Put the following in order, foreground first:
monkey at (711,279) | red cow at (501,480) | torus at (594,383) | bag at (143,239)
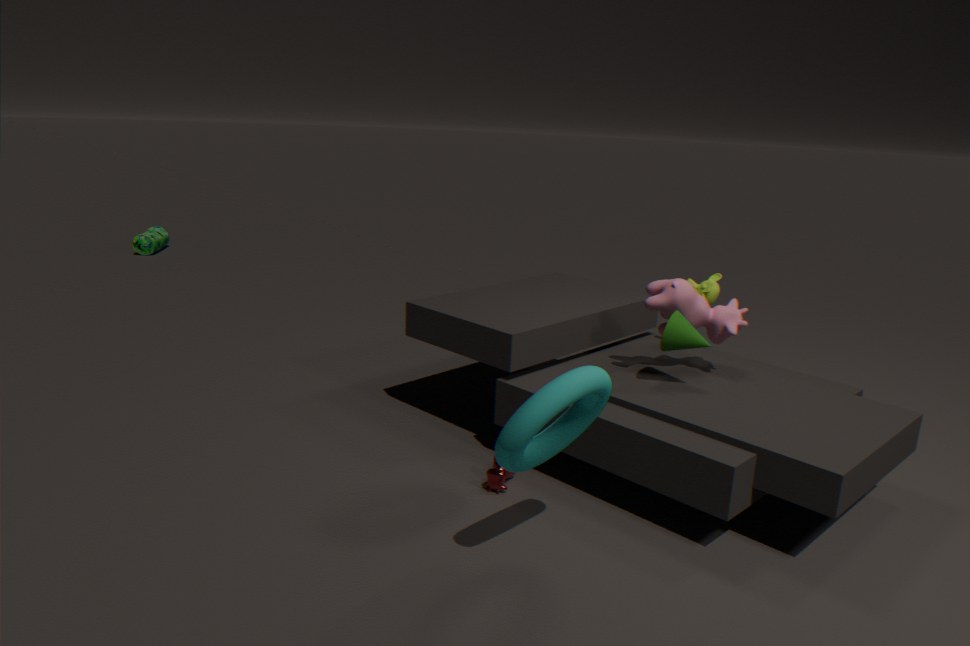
torus at (594,383)
red cow at (501,480)
monkey at (711,279)
bag at (143,239)
